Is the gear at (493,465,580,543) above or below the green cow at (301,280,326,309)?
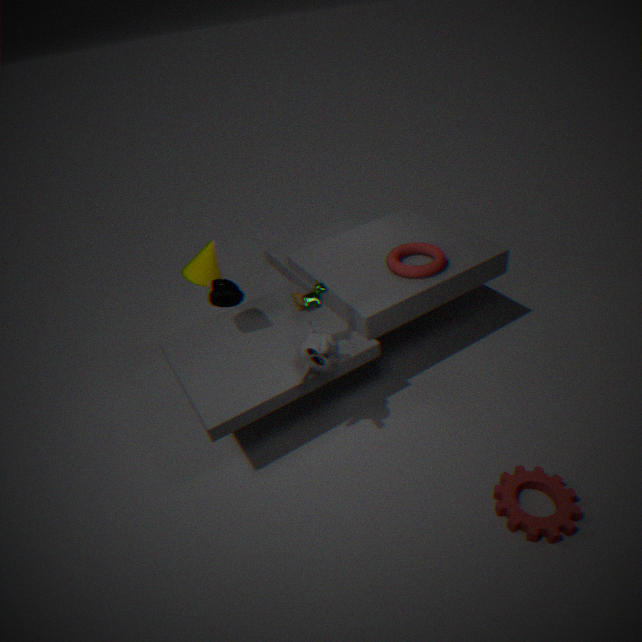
below
